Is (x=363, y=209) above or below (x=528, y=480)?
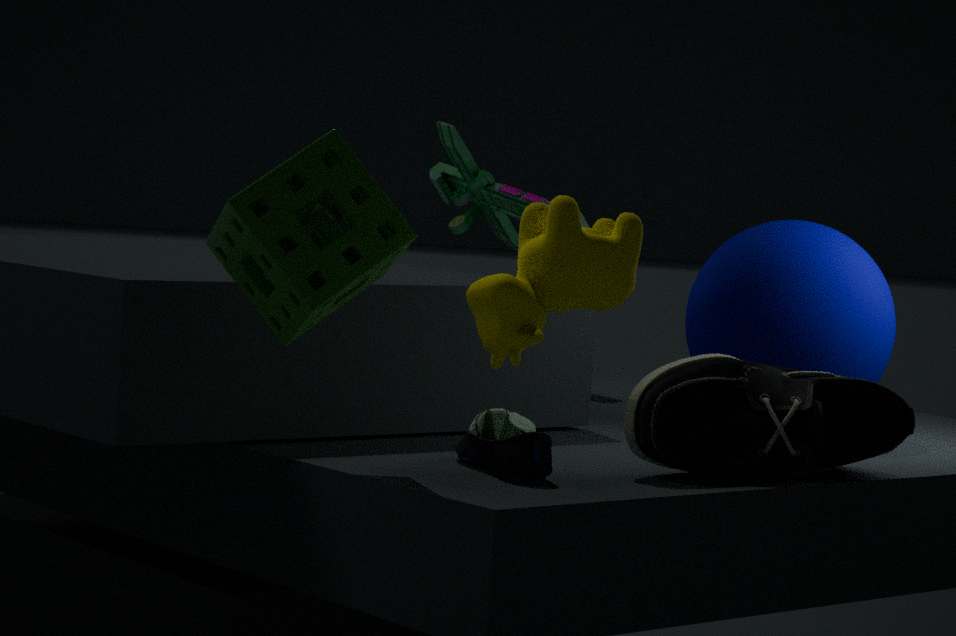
above
